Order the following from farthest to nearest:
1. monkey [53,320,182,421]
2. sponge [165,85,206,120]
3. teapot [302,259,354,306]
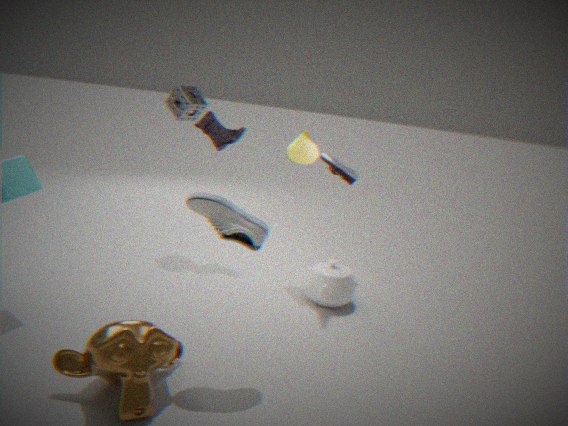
1. sponge [165,85,206,120]
2. teapot [302,259,354,306]
3. monkey [53,320,182,421]
